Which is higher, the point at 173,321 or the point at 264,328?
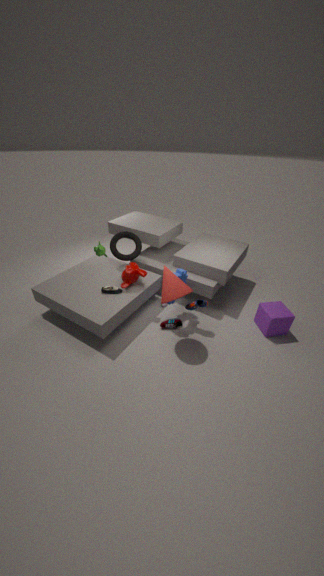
the point at 264,328
